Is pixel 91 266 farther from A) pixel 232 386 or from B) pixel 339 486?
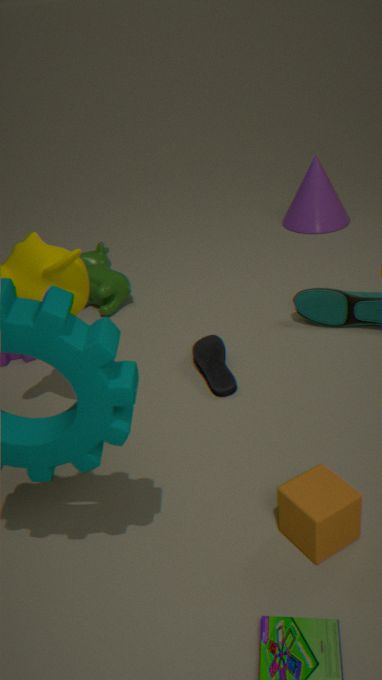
B) pixel 339 486
